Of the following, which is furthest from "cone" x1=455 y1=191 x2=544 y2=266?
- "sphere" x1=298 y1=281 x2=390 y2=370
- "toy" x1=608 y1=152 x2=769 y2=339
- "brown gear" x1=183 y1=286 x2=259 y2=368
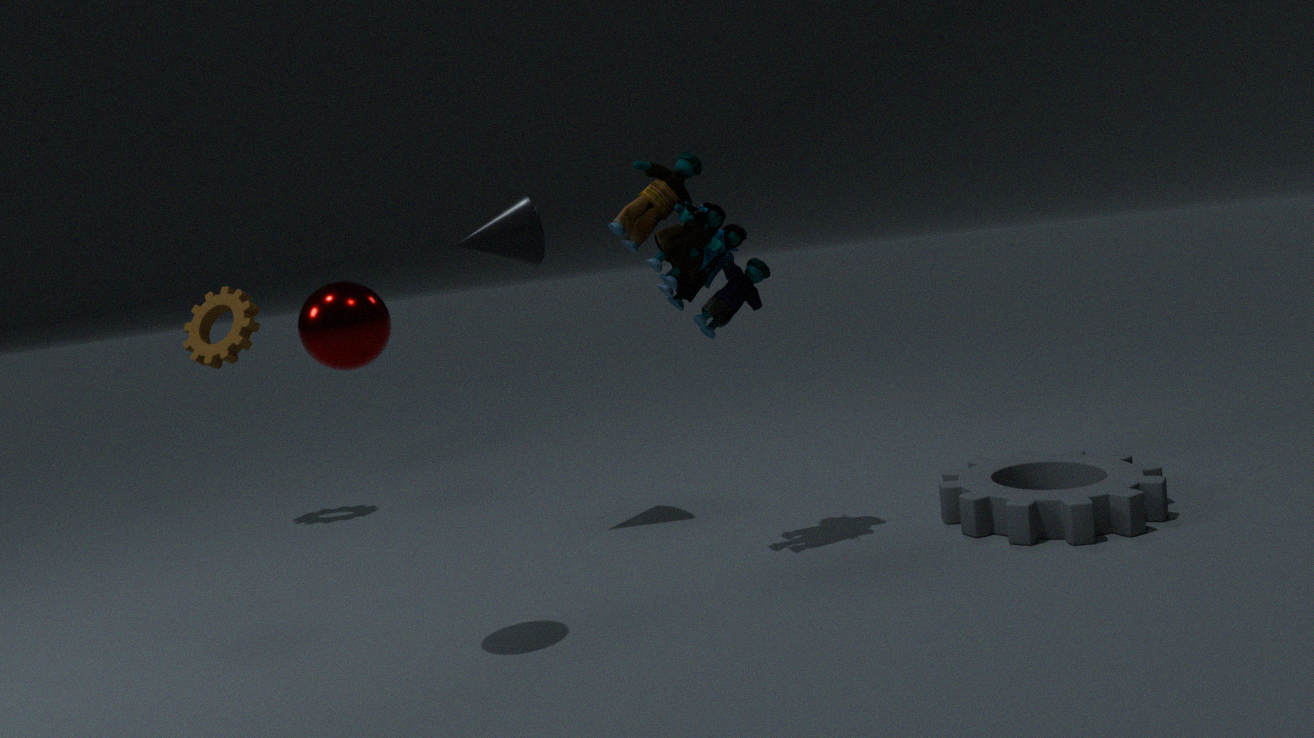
"brown gear" x1=183 y1=286 x2=259 y2=368
